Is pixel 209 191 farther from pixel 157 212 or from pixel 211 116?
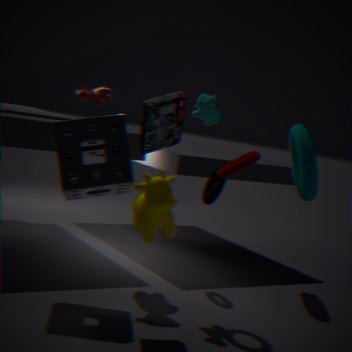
pixel 211 116
